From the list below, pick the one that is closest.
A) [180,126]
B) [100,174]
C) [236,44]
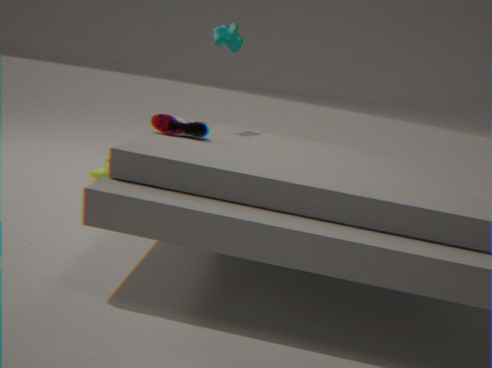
[180,126]
